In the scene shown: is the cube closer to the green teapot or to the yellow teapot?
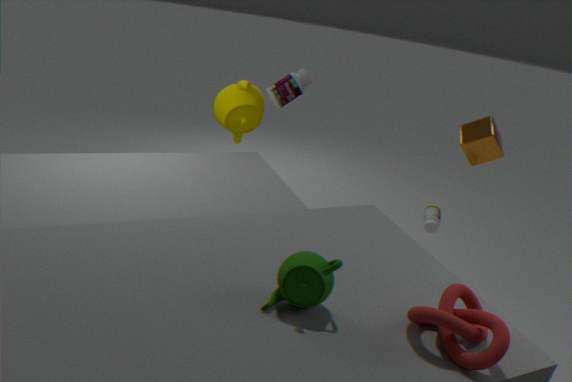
the yellow teapot
